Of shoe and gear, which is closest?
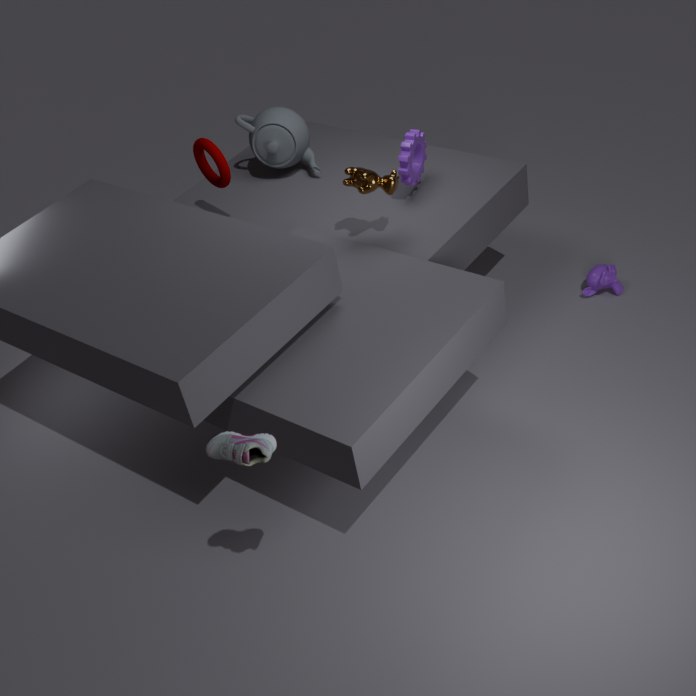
shoe
